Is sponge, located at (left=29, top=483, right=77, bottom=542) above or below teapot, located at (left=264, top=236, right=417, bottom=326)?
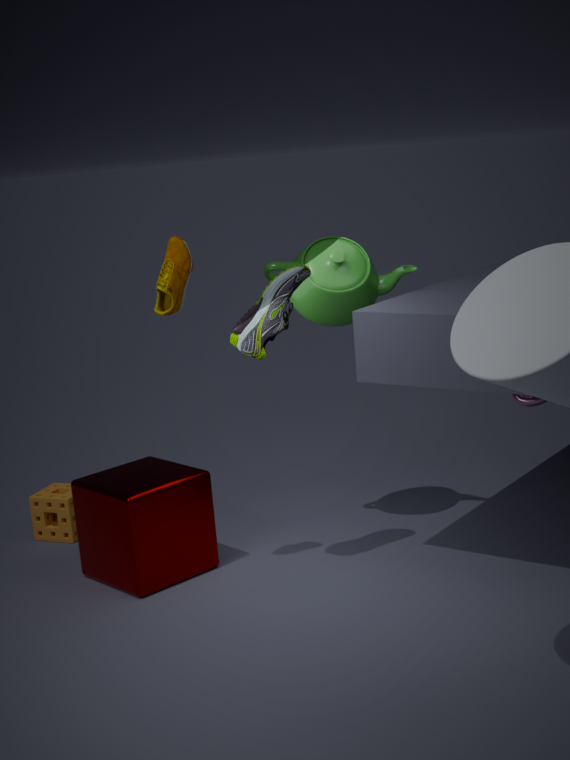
below
